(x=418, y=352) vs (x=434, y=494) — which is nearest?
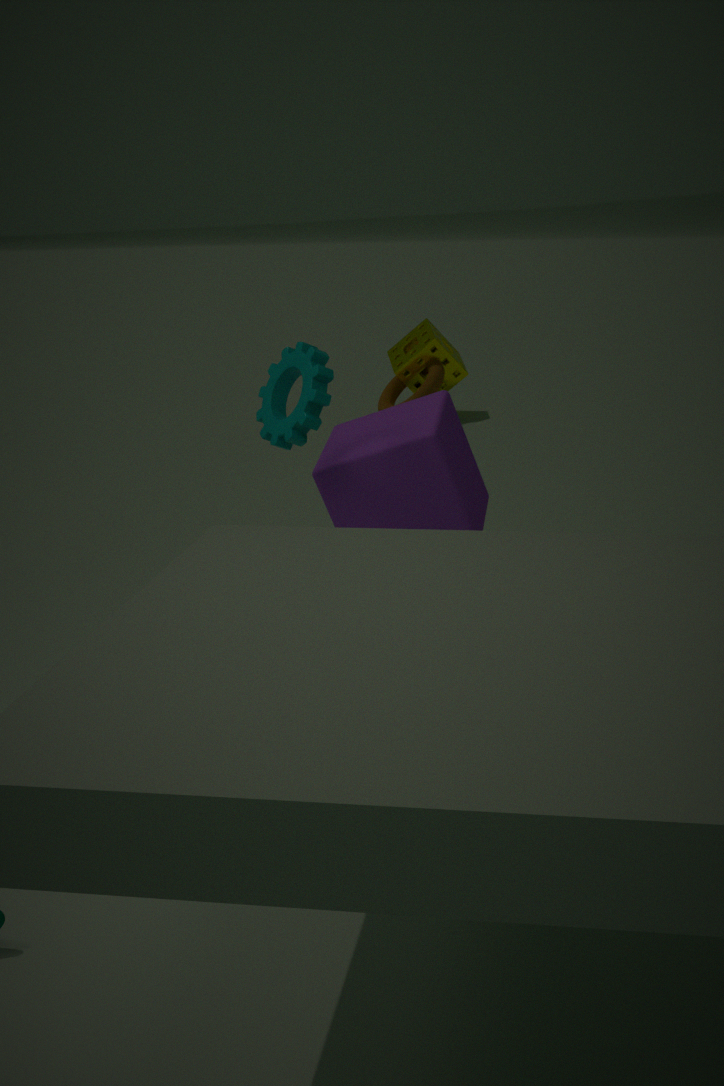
(x=434, y=494)
